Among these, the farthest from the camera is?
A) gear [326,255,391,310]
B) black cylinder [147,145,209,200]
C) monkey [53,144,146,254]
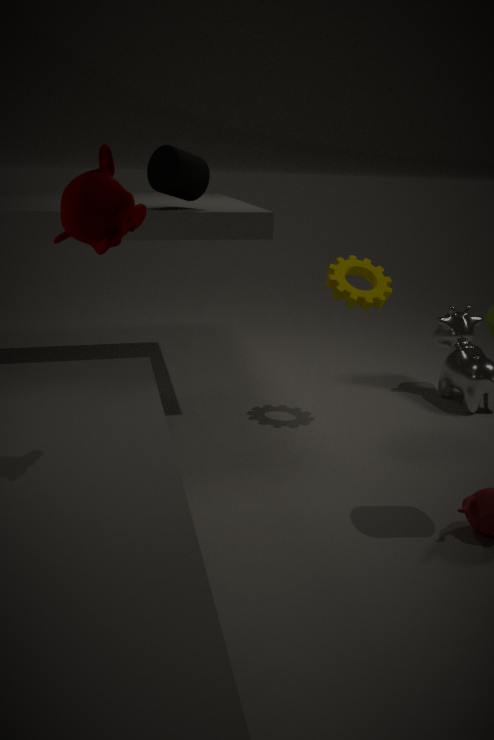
gear [326,255,391,310]
